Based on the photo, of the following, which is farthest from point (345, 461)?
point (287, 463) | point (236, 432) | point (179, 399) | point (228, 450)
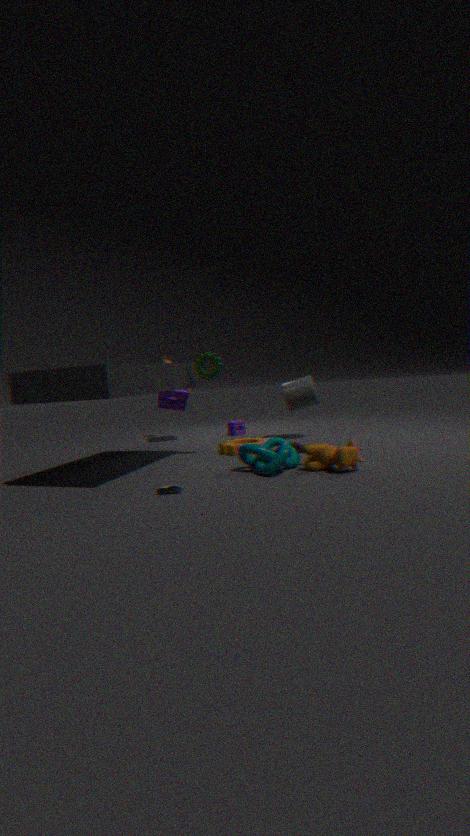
point (179, 399)
